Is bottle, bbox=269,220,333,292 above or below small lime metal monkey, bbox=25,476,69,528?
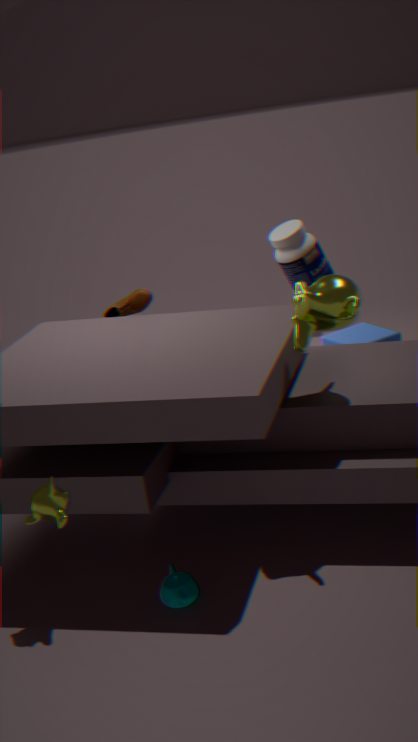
above
